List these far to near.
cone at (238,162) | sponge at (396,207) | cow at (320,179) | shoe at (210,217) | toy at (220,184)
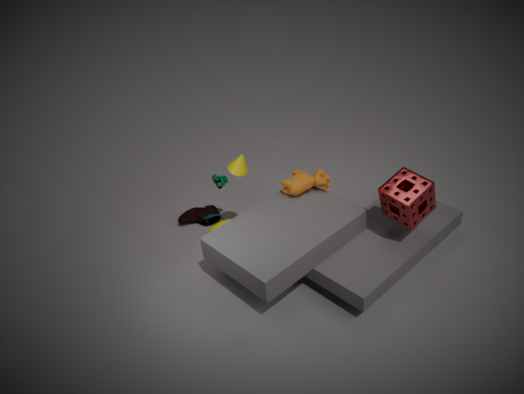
shoe at (210,217), toy at (220,184), cow at (320,179), cone at (238,162), sponge at (396,207)
